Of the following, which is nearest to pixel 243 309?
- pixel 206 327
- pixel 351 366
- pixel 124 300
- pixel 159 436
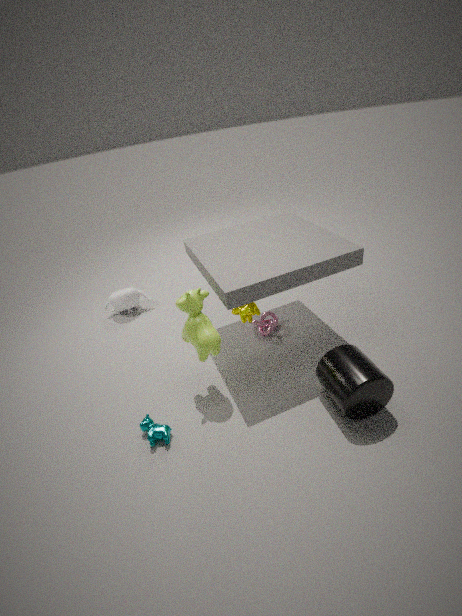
pixel 206 327
